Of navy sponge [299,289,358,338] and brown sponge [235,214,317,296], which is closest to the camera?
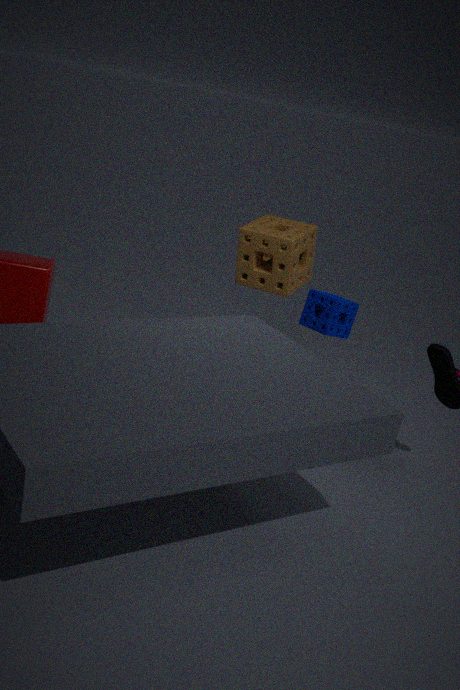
navy sponge [299,289,358,338]
